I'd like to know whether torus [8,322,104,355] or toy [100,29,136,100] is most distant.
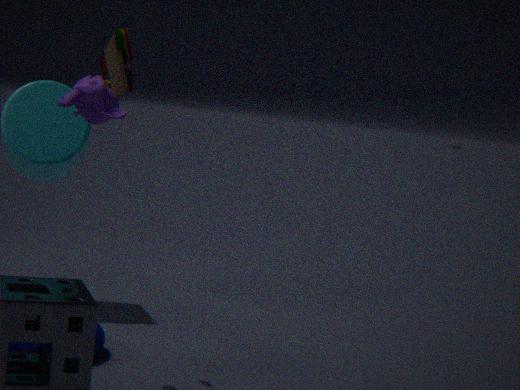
torus [8,322,104,355]
